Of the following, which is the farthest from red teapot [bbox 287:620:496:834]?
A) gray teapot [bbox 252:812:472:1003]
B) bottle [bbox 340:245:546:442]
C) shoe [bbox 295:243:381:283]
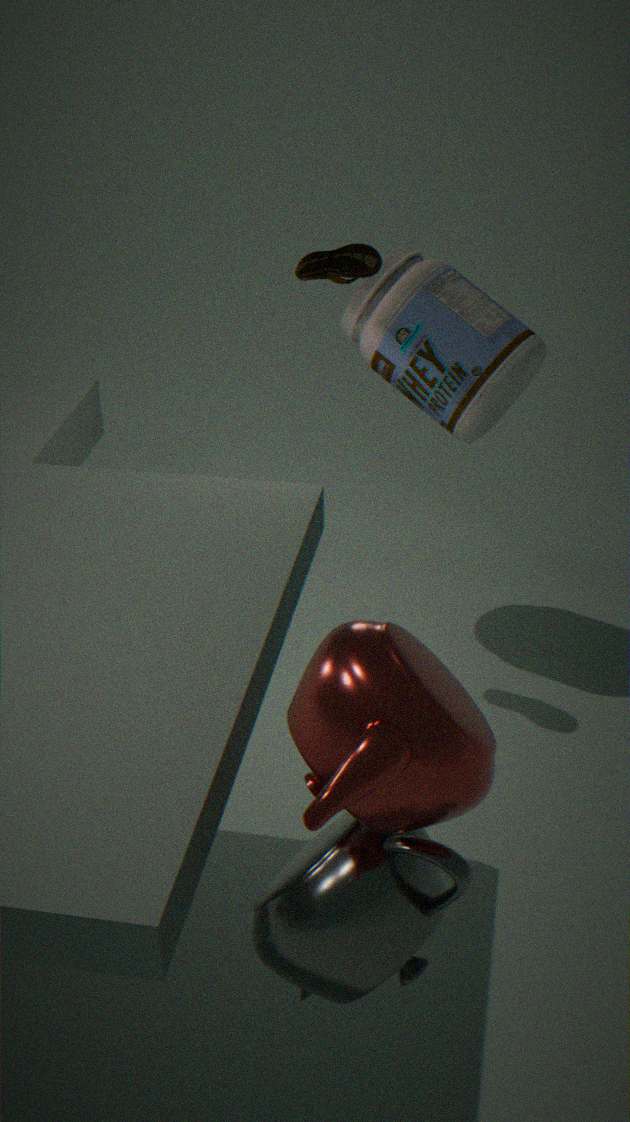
Result: bottle [bbox 340:245:546:442]
